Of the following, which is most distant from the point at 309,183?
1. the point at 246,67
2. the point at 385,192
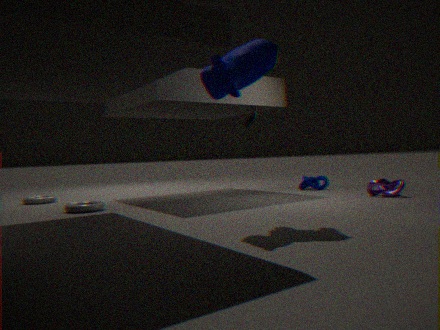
the point at 246,67
